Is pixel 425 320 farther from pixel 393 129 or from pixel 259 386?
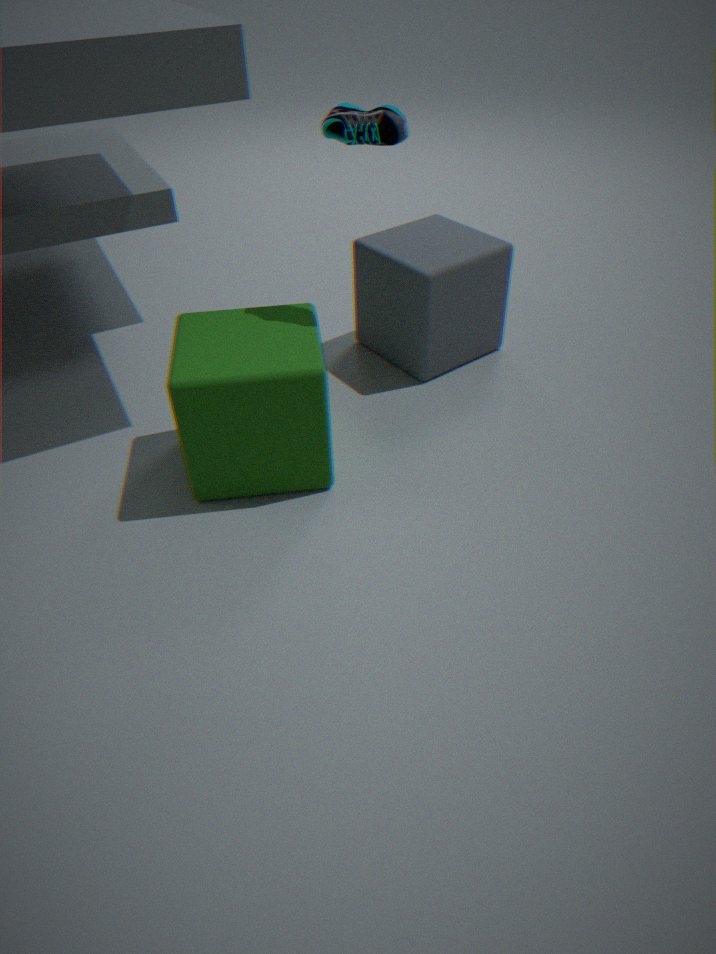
pixel 259 386
